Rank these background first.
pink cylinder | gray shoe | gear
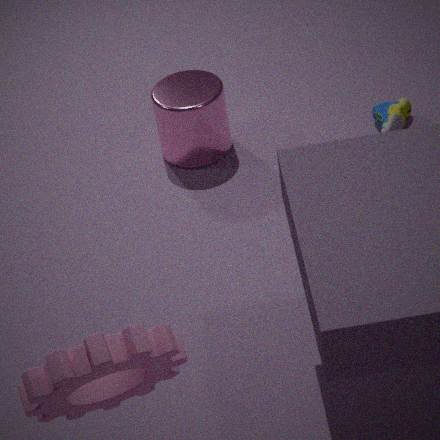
gray shoe, pink cylinder, gear
